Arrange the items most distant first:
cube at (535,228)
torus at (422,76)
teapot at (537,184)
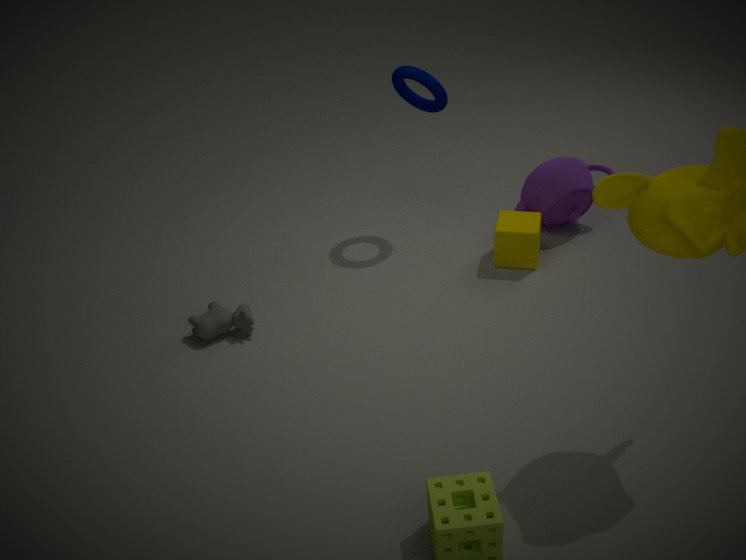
teapot at (537,184) < torus at (422,76) < cube at (535,228)
